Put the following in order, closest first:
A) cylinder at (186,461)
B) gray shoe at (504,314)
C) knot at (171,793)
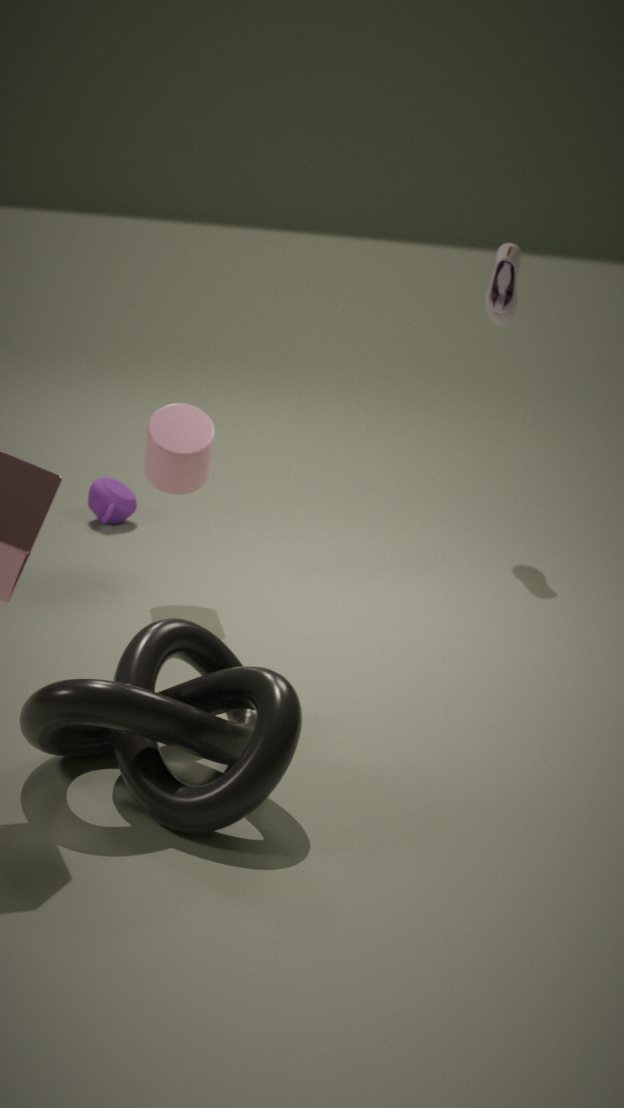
knot at (171,793) → cylinder at (186,461) → gray shoe at (504,314)
